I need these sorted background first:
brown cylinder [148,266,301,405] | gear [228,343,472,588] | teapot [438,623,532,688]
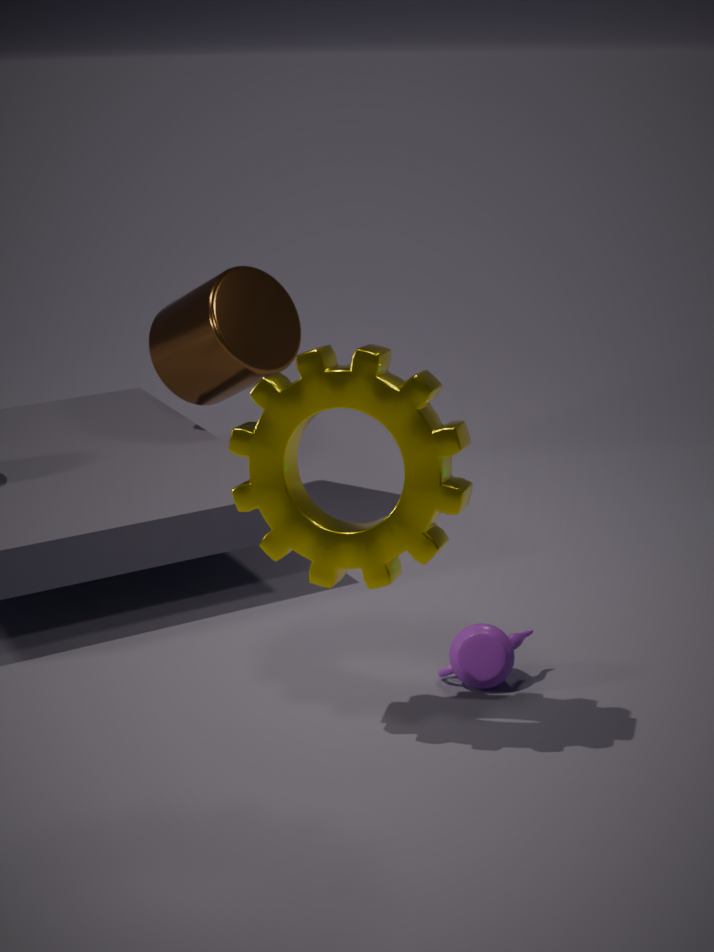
brown cylinder [148,266,301,405] → teapot [438,623,532,688] → gear [228,343,472,588]
